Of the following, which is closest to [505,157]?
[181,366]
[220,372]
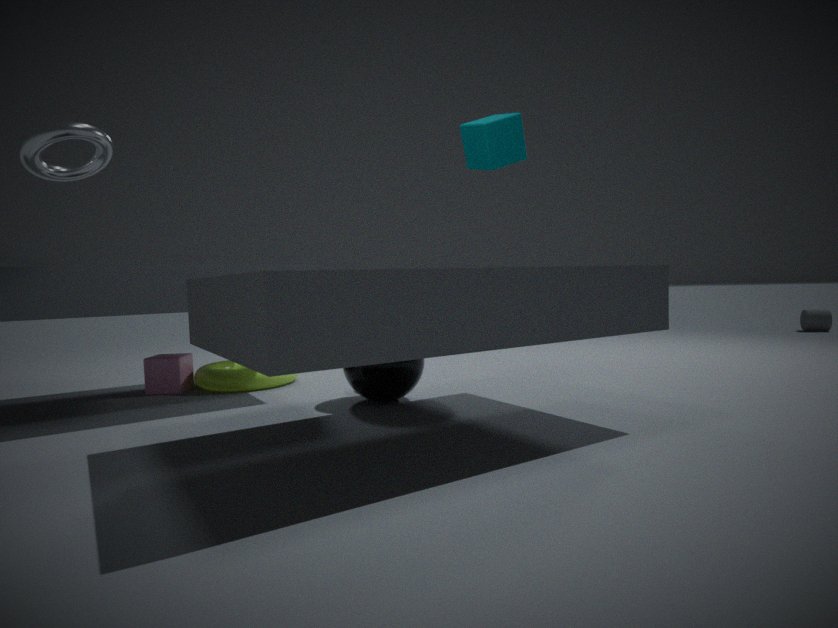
[220,372]
